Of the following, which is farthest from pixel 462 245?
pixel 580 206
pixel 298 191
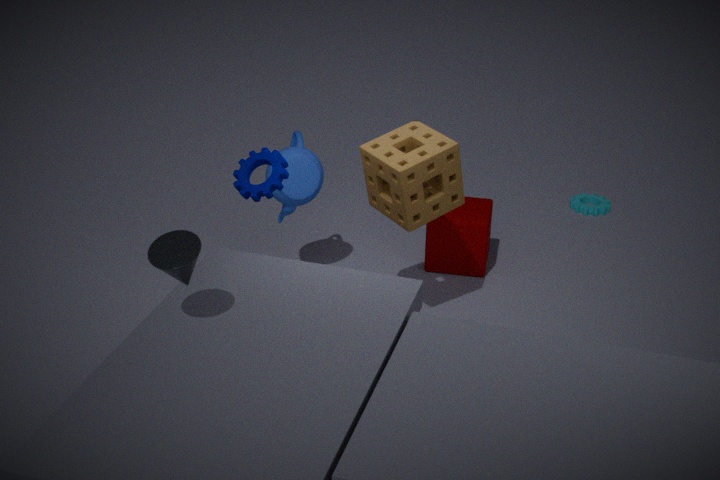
pixel 580 206
